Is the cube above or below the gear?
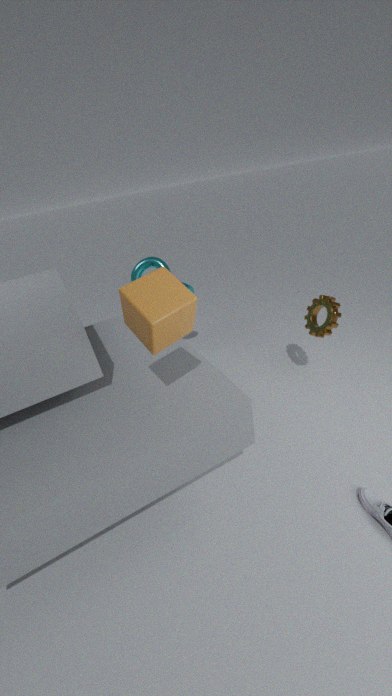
above
